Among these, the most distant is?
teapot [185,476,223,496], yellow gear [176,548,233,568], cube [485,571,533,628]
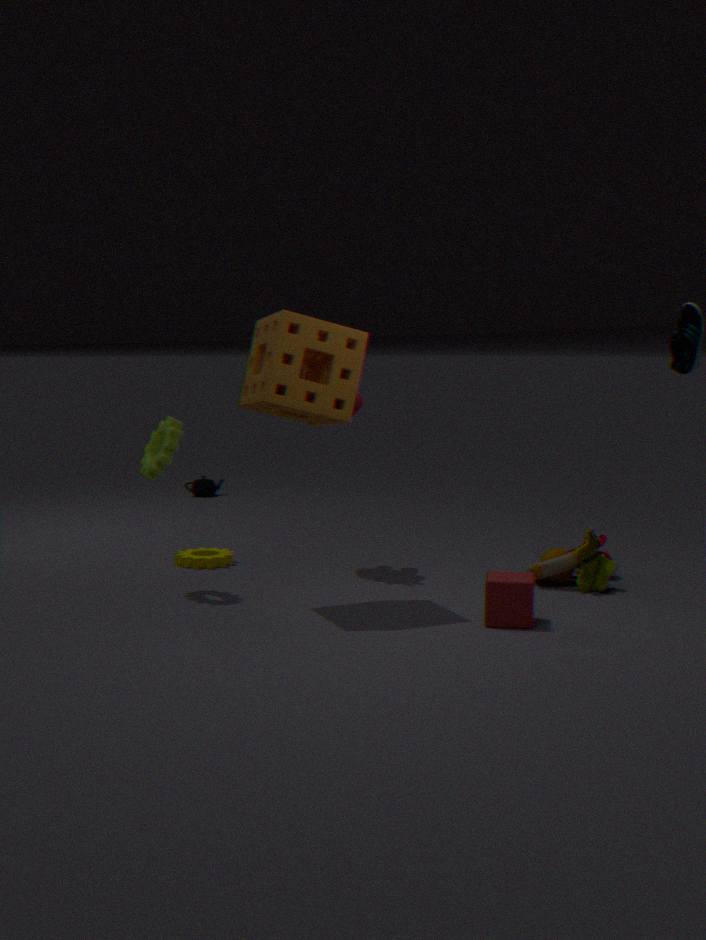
teapot [185,476,223,496]
